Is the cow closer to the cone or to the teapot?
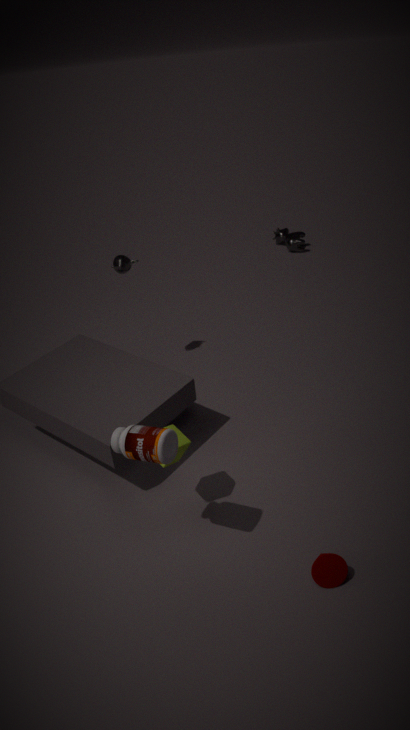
the teapot
